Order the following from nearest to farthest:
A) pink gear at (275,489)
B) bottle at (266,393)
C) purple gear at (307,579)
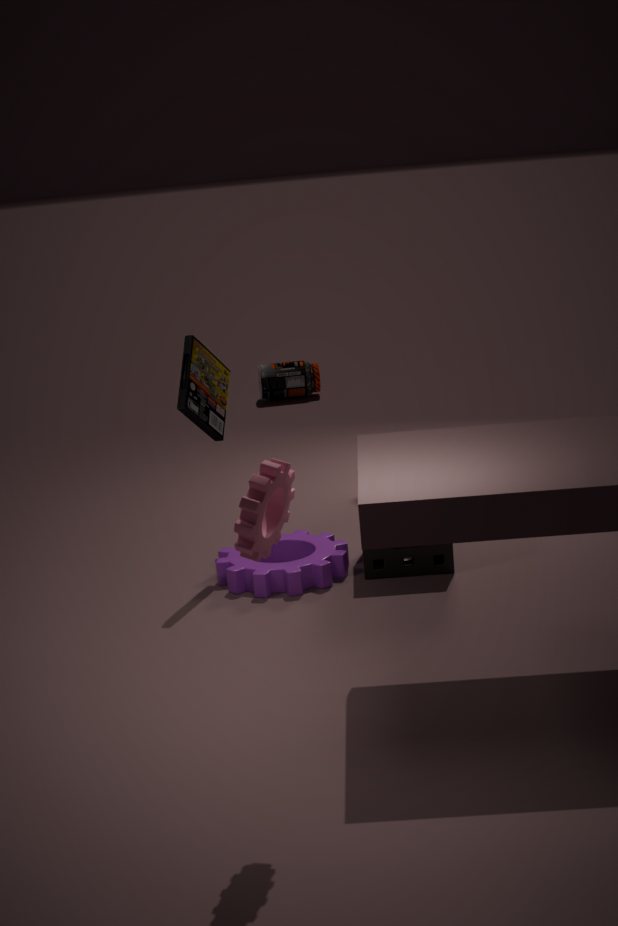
pink gear at (275,489)
purple gear at (307,579)
bottle at (266,393)
